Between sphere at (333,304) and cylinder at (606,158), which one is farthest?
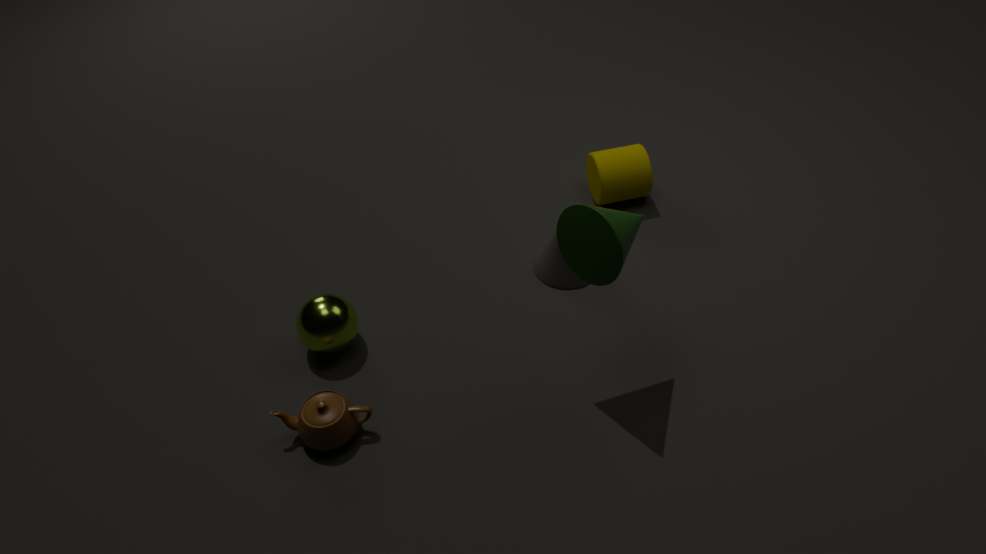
cylinder at (606,158)
